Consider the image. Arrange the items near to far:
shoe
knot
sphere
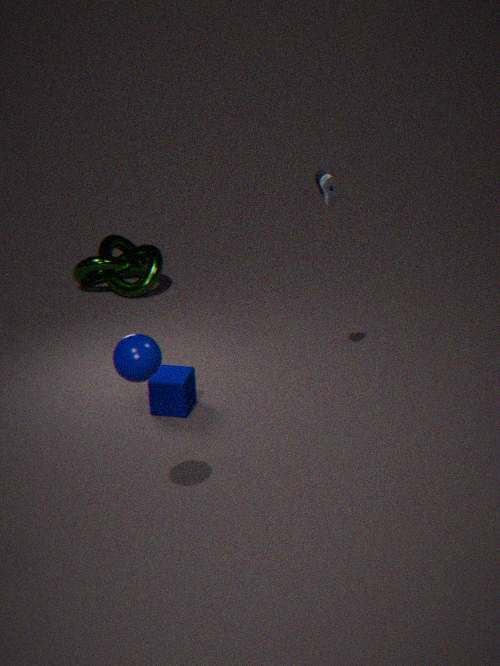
sphere < shoe < knot
